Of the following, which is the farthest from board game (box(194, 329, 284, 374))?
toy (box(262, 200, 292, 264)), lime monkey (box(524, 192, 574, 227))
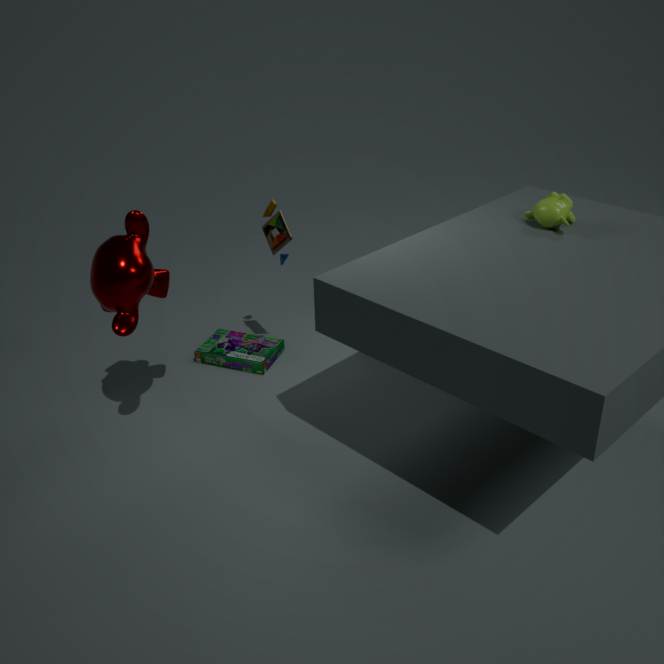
lime monkey (box(524, 192, 574, 227))
